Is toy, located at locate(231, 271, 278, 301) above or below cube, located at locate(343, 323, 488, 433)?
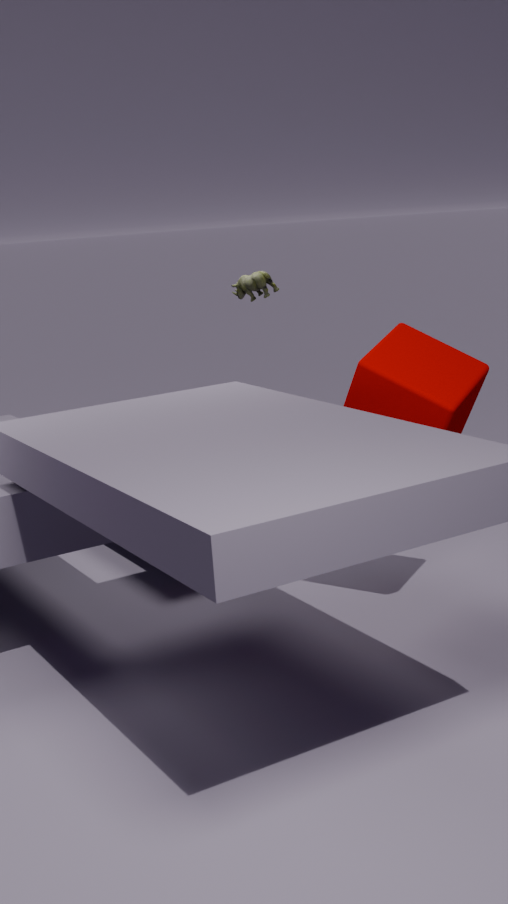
above
